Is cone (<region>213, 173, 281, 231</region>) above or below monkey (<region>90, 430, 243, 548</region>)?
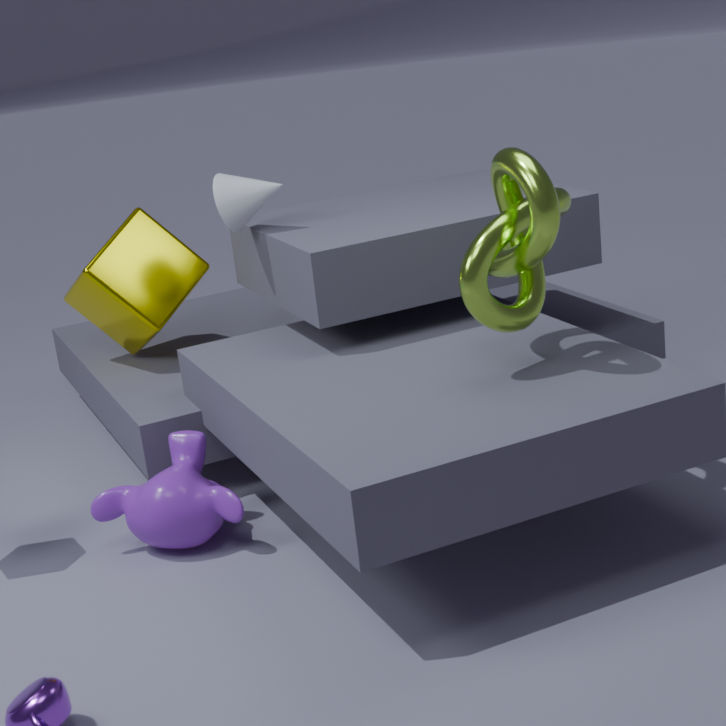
above
